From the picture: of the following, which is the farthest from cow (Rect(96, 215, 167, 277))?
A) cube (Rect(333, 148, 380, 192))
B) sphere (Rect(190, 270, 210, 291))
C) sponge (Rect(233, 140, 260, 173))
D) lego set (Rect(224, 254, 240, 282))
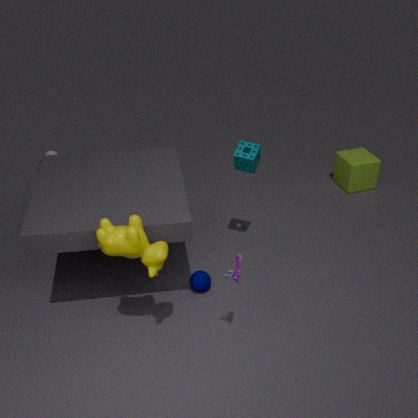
cube (Rect(333, 148, 380, 192))
